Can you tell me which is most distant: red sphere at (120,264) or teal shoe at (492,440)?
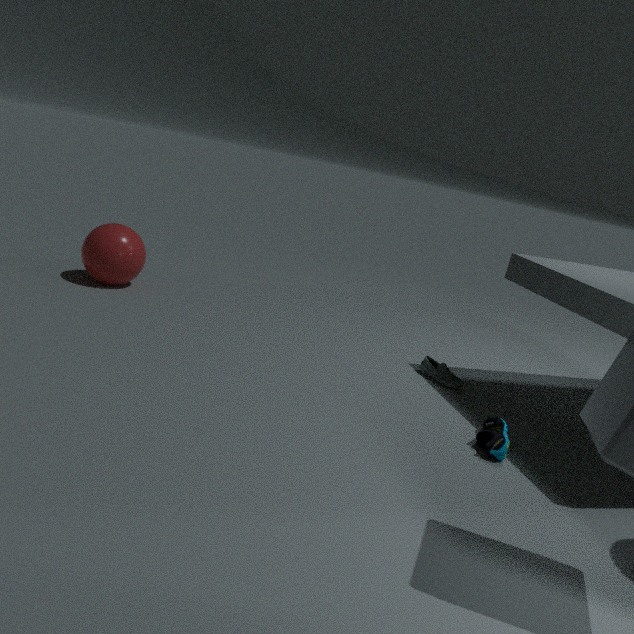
red sphere at (120,264)
